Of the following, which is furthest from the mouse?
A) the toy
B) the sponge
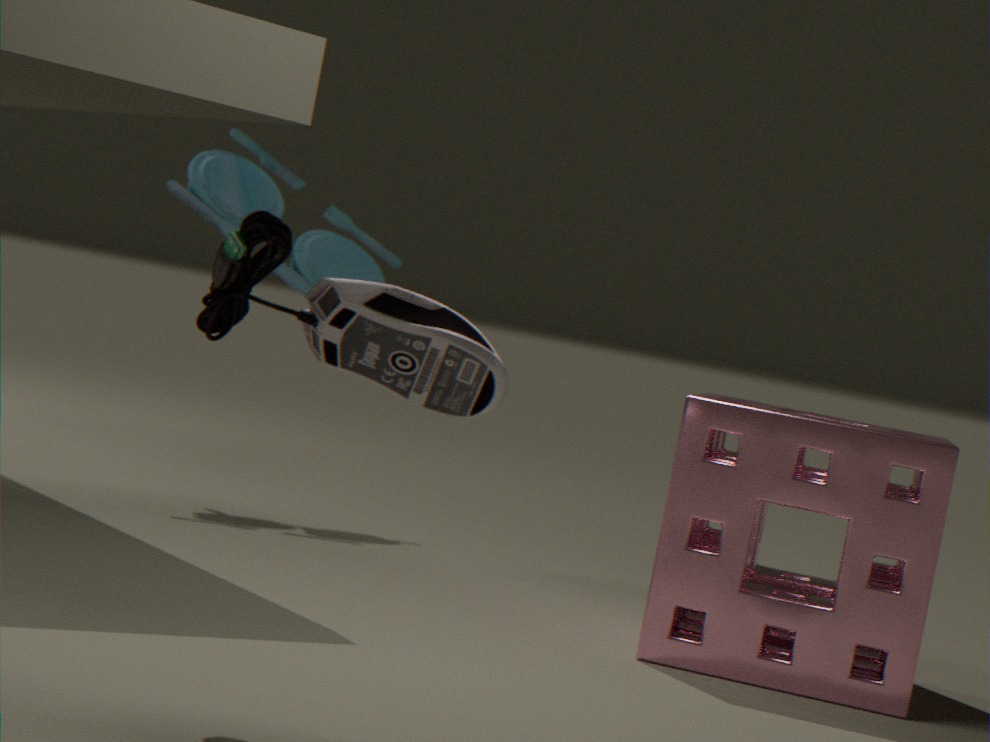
the toy
